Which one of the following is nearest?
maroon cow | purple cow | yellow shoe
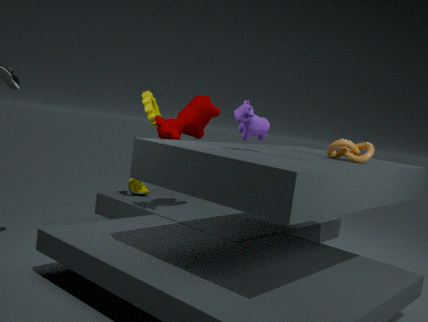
purple cow
